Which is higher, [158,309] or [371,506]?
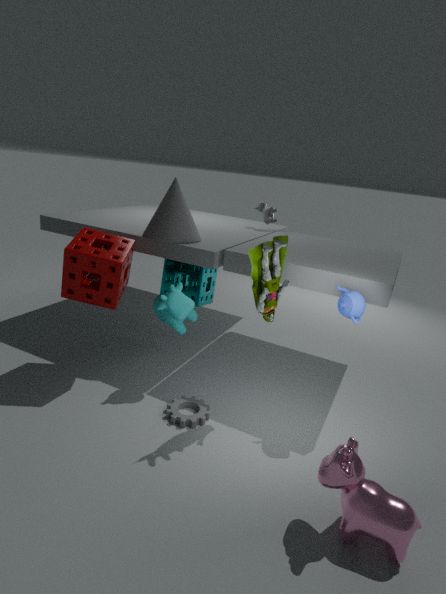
[158,309]
